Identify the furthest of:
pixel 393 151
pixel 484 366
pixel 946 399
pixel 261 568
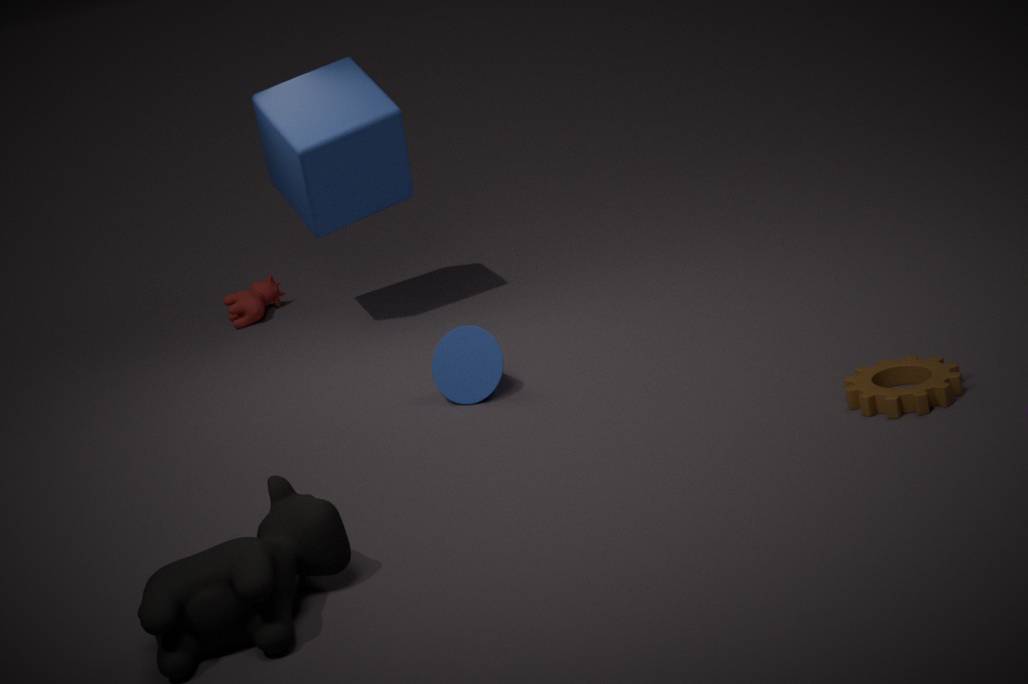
pixel 393 151
